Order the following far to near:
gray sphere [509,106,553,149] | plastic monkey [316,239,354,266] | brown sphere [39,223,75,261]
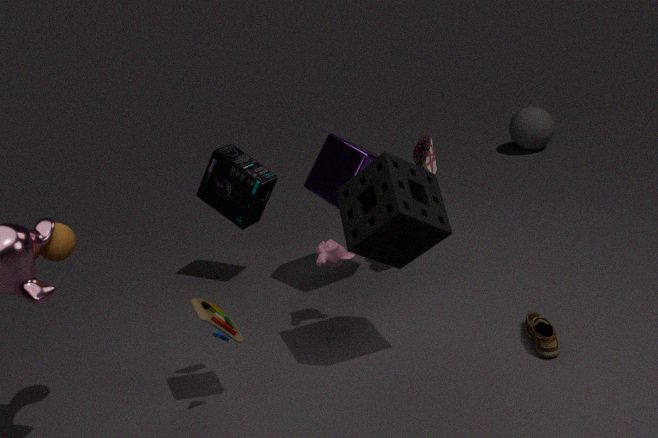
1. gray sphere [509,106,553,149]
2. plastic monkey [316,239,354,266]
3. brown sphere [39,223,75,261]
